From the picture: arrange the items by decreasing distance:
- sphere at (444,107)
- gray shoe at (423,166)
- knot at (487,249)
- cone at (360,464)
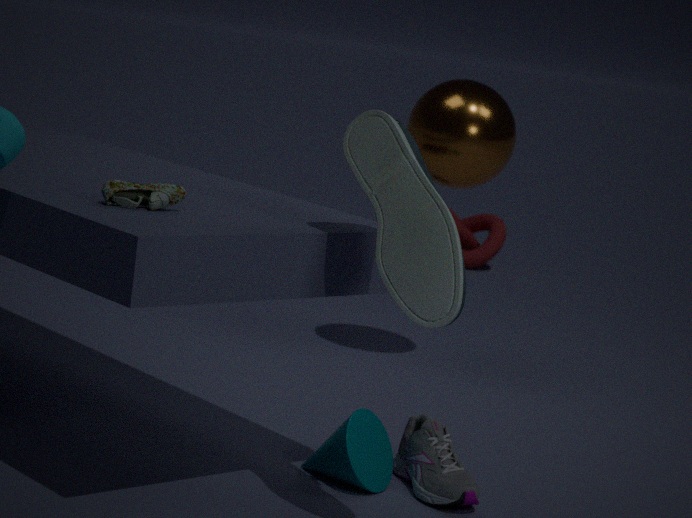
knot at (487,249) < sphere at (444,107) < cone at (360,464) < gray shoe at (423,166)
